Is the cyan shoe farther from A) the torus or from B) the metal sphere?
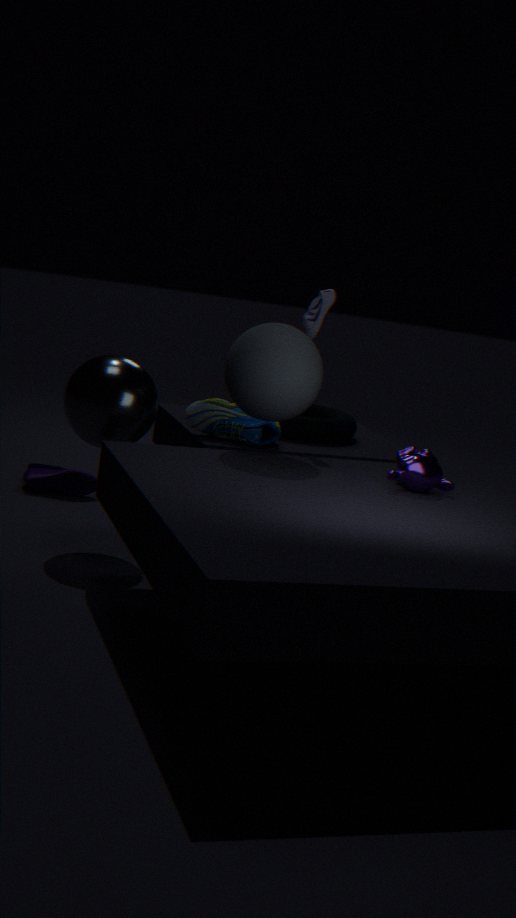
B) the metal sphere
